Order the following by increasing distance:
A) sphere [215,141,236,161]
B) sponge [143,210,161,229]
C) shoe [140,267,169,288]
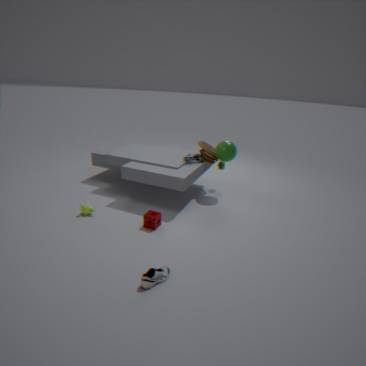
1. shoe [140,267,169,288]
2. sponge [143,210,161,229]
3. sphere [215,141,236,161]
